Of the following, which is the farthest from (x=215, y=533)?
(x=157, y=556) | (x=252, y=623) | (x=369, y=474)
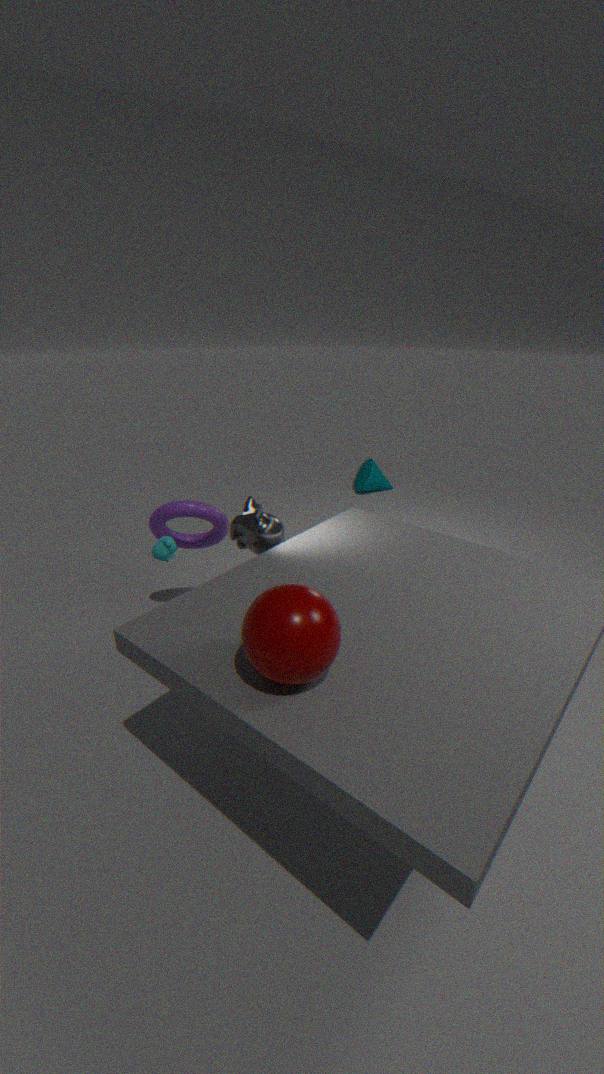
(x=369, y=474)
